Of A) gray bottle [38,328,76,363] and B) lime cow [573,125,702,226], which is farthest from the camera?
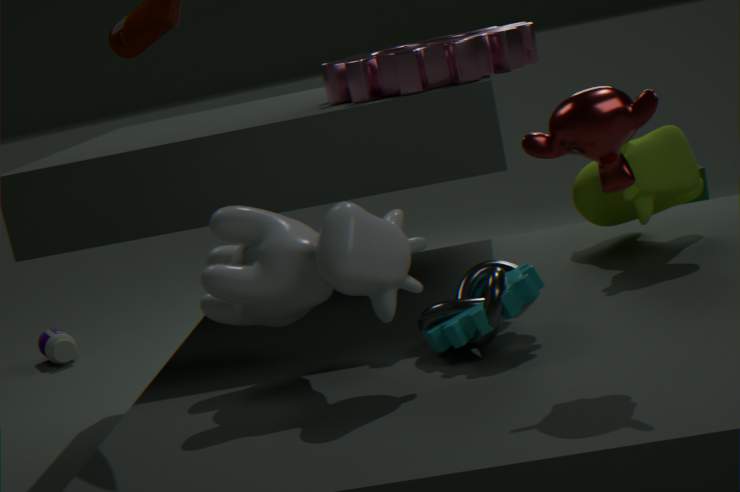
A. gray bottle [38,328,76,363]
